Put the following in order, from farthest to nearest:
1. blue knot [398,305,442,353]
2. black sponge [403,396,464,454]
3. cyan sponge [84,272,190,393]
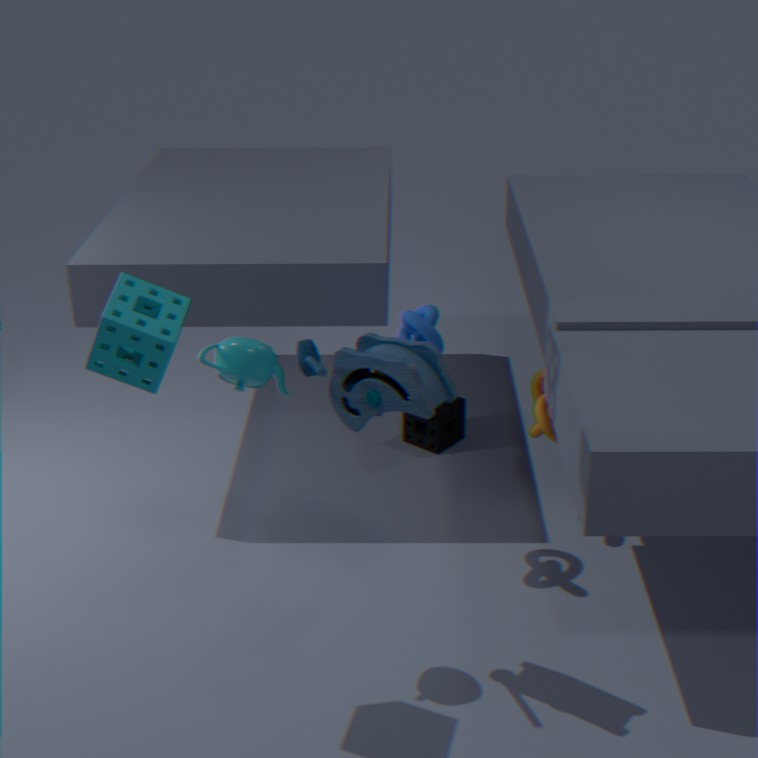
1. black sponge [403,396,464,454]
2. blue knot [398,305,442,353]
3. cyan sponge [84,272,190,393]
